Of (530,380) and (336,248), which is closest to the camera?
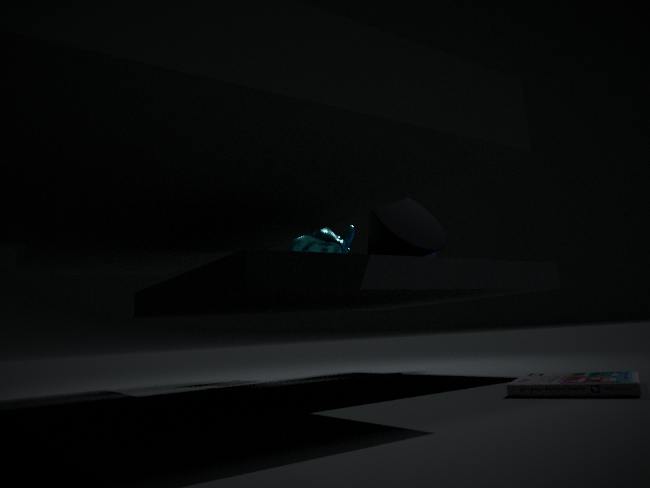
(530,380)
